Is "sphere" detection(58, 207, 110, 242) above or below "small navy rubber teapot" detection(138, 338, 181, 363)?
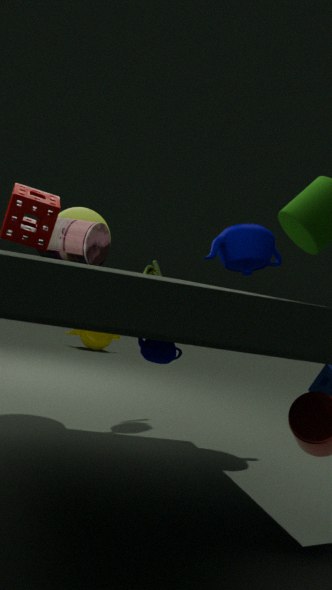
above
